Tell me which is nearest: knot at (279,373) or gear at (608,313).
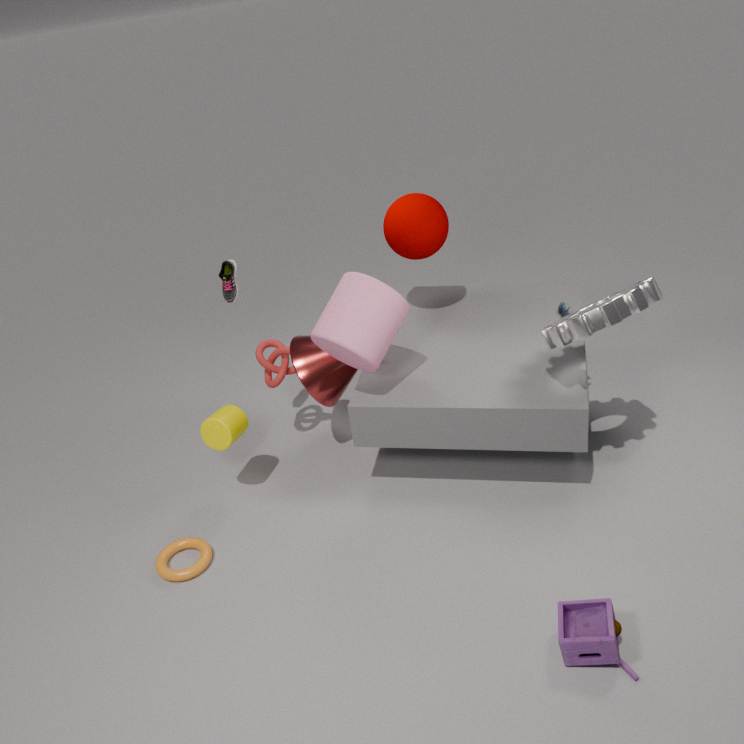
gear at (608,313)
